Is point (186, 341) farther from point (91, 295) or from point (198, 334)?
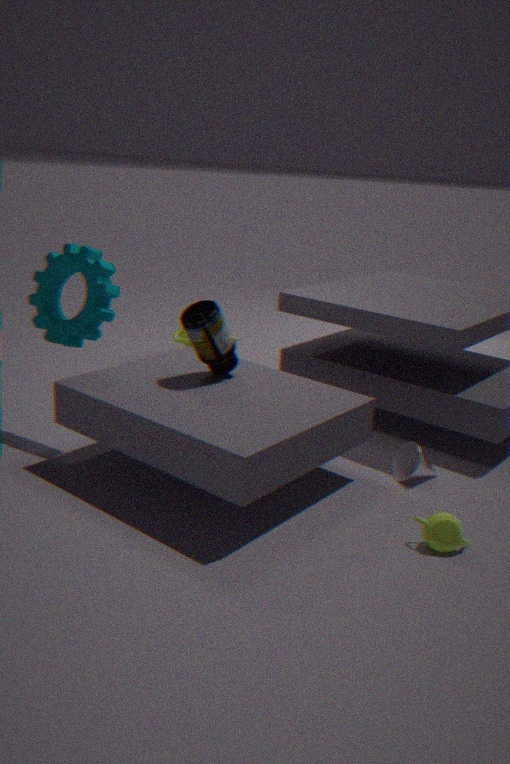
point (198, 334)
